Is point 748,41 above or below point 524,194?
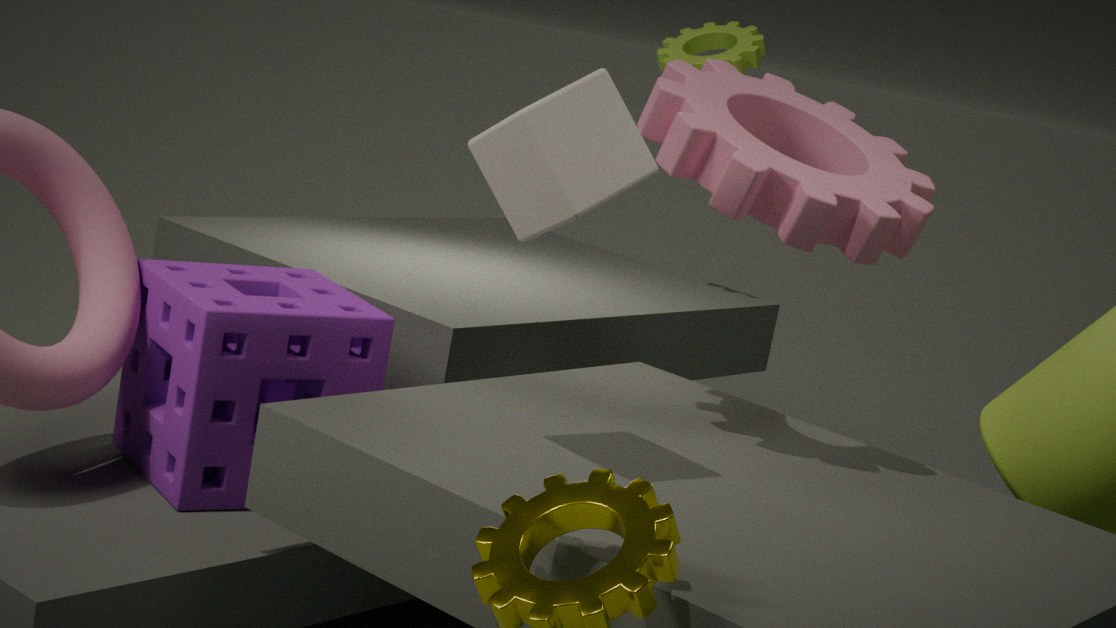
above
